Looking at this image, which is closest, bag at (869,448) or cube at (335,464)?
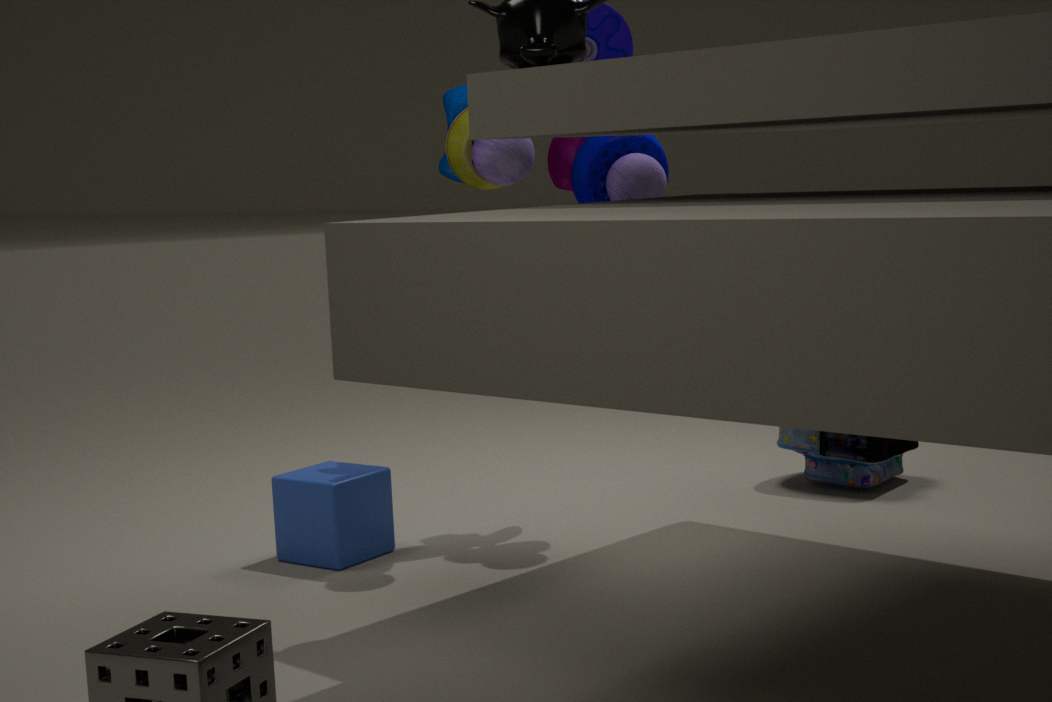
cube at (335,464)
